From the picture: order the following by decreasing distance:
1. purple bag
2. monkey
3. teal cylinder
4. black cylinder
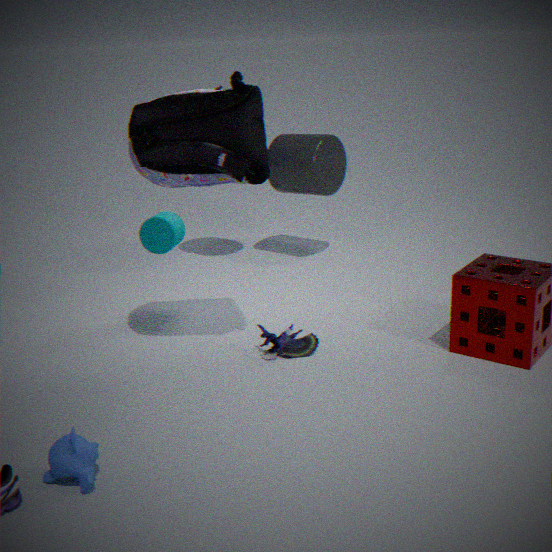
black cylinder → teal cylinder → purple bag → monkey
